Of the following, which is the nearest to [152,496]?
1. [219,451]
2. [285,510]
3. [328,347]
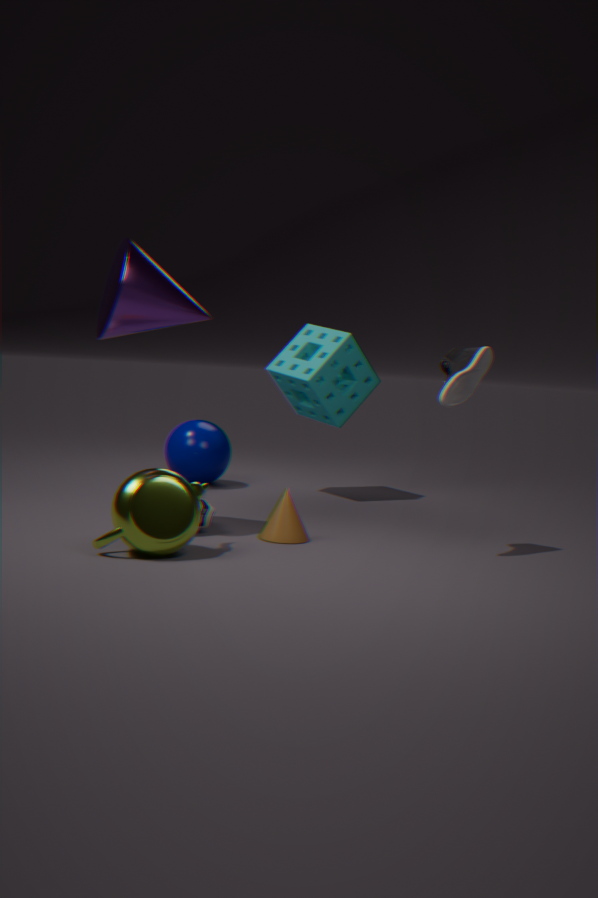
[285,510]
